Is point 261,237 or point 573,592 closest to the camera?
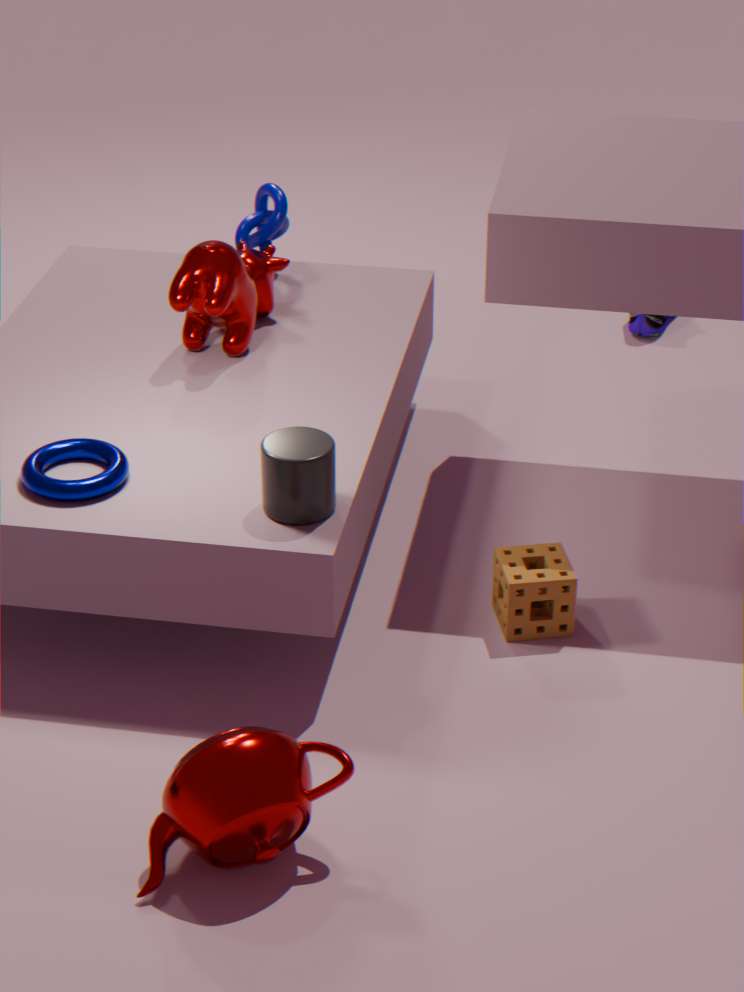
point 573,592
